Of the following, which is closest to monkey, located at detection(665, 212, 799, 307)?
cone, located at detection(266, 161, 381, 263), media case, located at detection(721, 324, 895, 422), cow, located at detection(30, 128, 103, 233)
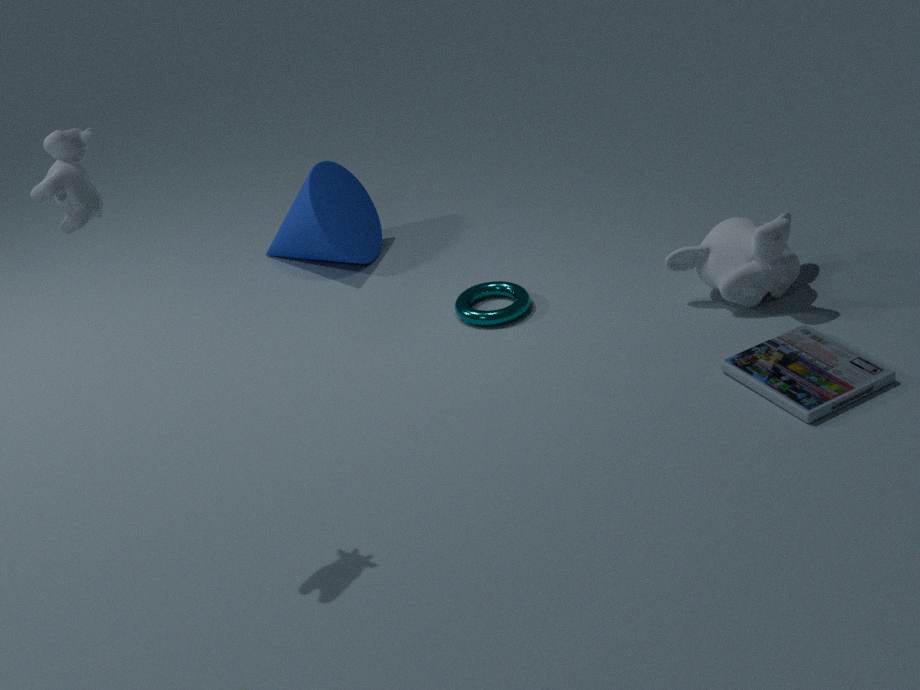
media case, located at detection(721, 324, 895, 422)
